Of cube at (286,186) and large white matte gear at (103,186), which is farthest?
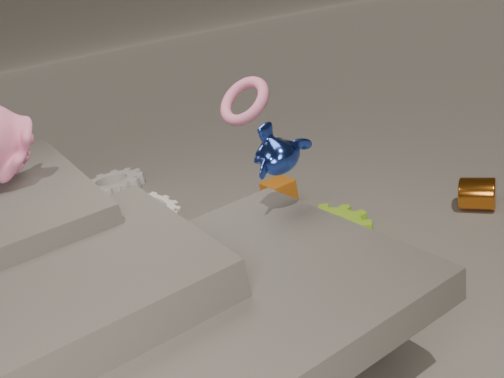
large white matte gear at (103,186)
